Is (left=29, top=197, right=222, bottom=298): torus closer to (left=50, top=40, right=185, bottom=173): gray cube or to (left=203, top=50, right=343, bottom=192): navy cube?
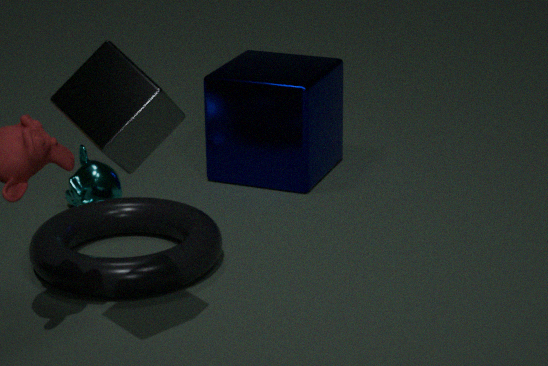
(left=203, top=50, right=343, bottom=192): navy cube
